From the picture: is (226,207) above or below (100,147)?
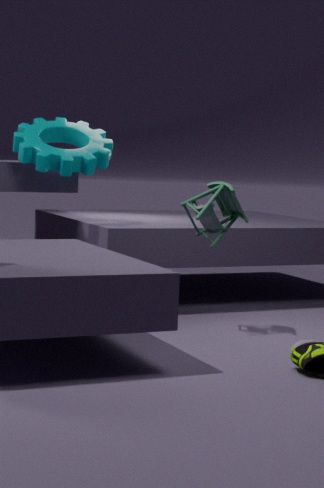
below
